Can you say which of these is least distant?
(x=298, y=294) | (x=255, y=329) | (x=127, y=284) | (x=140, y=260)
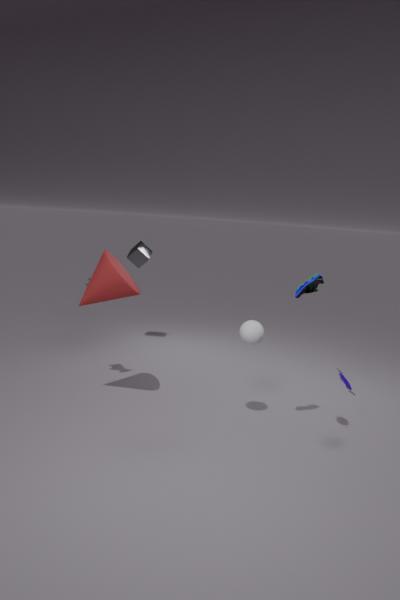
(x=298, y=294)
